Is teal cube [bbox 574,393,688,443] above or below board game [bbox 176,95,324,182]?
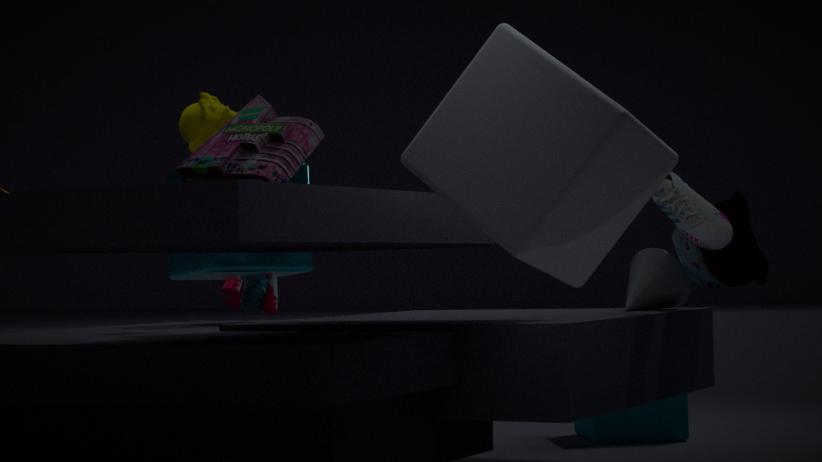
below
